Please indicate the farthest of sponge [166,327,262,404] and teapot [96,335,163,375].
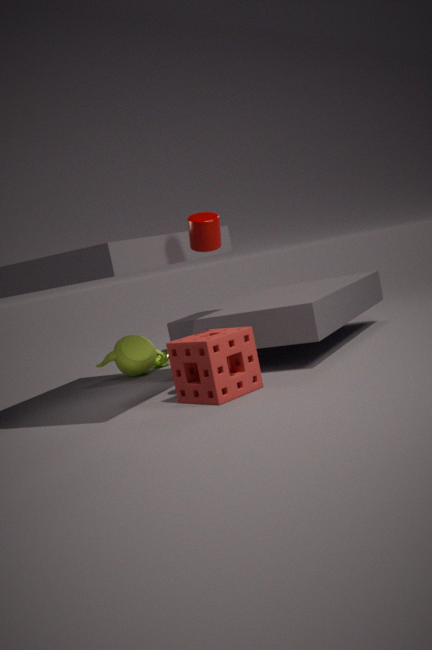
teapot [96,335,163,375]
